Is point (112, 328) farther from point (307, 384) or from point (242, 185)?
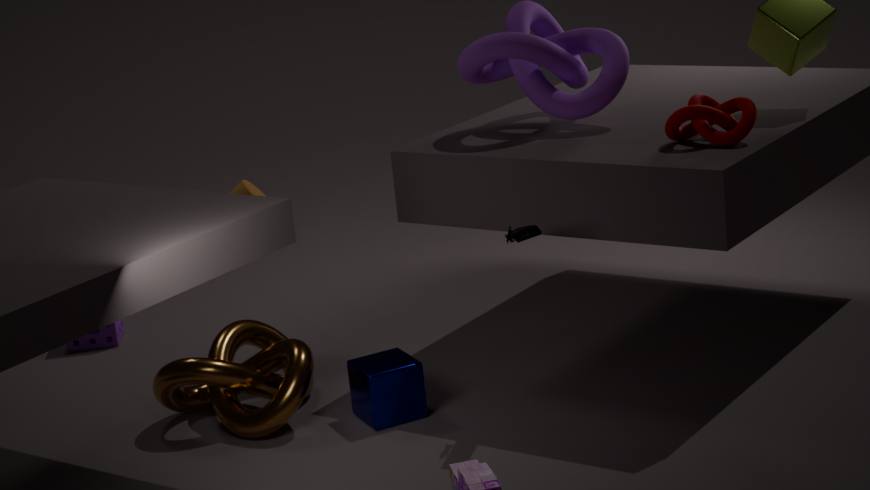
point (307, 384)
